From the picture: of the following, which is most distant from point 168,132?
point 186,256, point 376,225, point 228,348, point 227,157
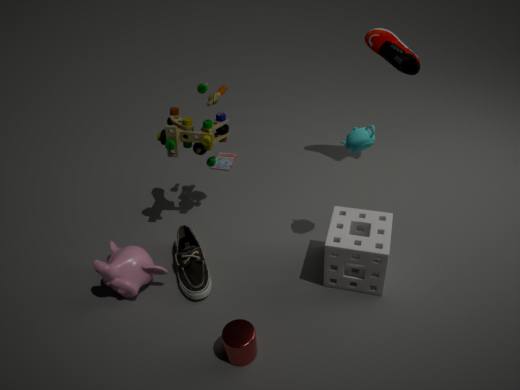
point 228,348
